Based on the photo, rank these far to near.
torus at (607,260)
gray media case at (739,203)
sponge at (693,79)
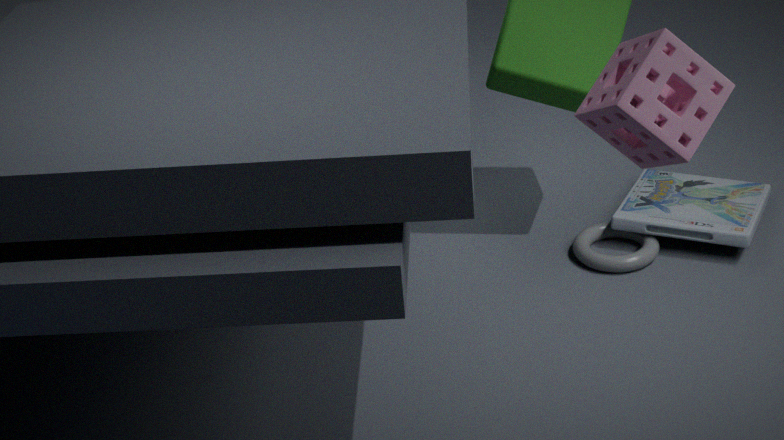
1. gray media case at (739,203)
2. torus at (607,260)
3. sponge at (693,79)
